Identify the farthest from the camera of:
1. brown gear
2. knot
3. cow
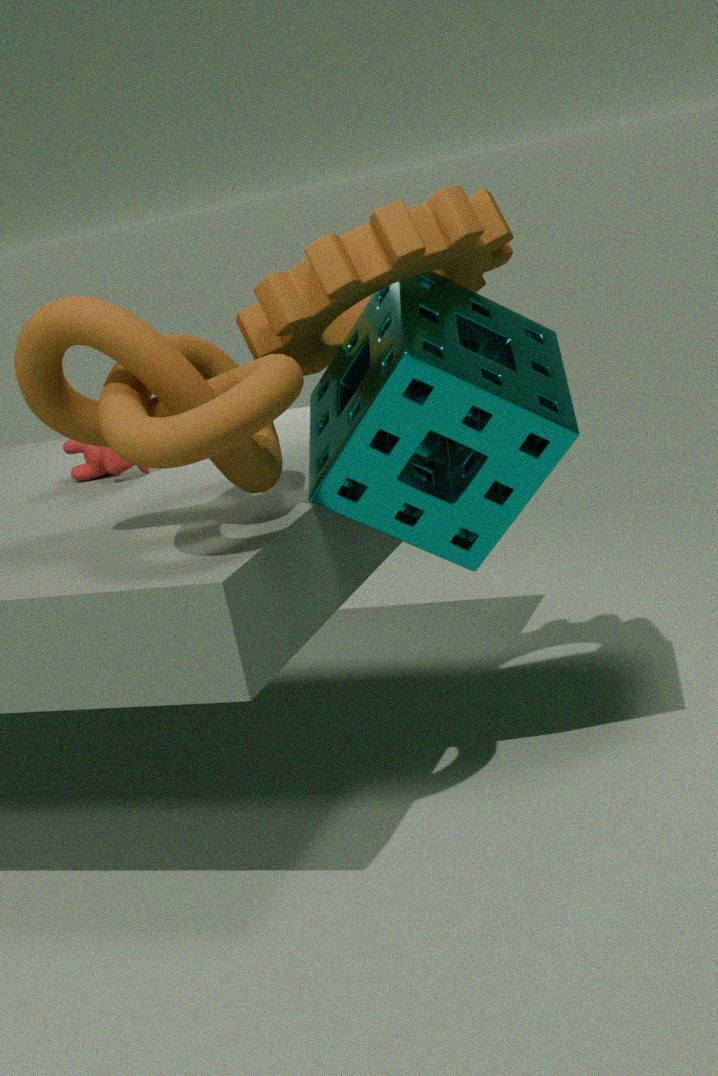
cow
